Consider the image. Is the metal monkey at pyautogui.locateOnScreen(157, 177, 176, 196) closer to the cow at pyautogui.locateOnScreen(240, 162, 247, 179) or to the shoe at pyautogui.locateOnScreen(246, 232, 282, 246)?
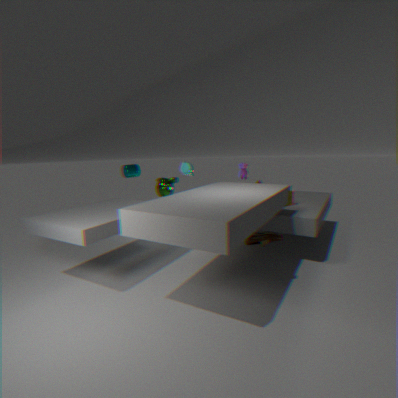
the cow at pyautogui.locateOnScreen(240, 162, 247, 179)
